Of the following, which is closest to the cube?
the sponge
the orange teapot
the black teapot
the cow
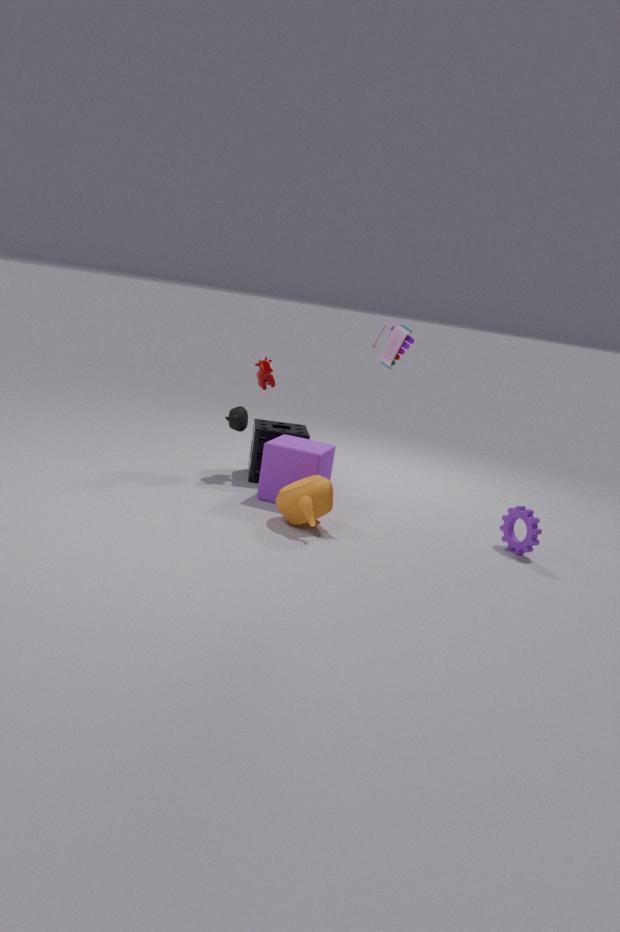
the orange teapot
